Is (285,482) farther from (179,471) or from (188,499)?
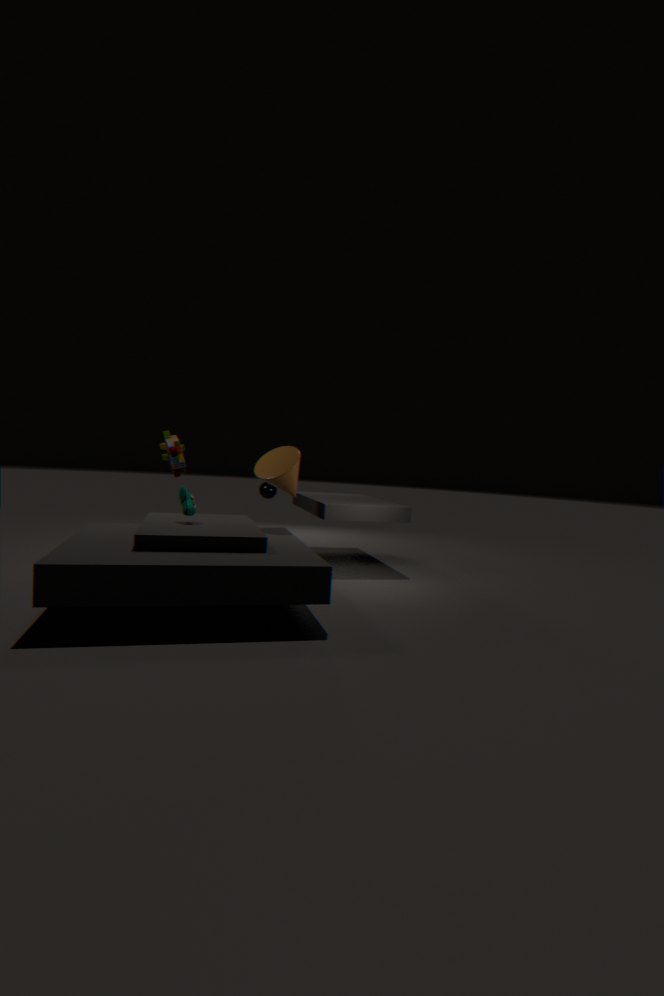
(179,471)
